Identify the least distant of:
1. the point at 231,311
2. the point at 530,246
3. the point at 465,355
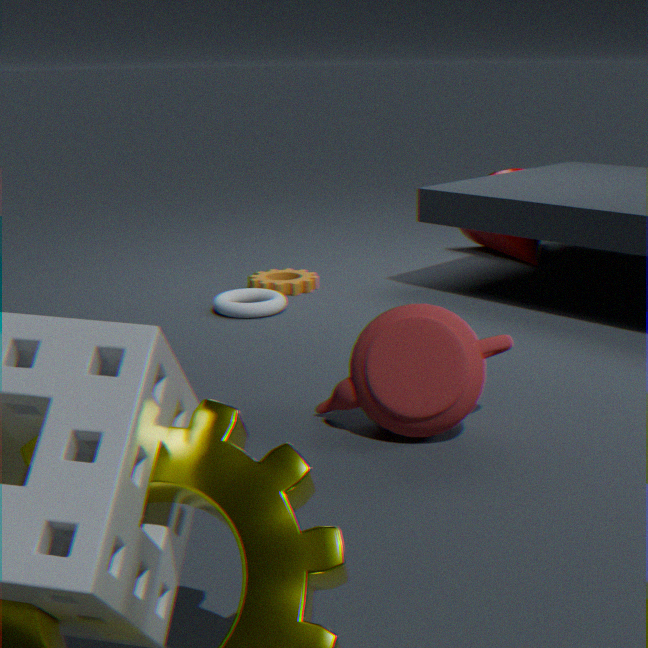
the point at 465,355
